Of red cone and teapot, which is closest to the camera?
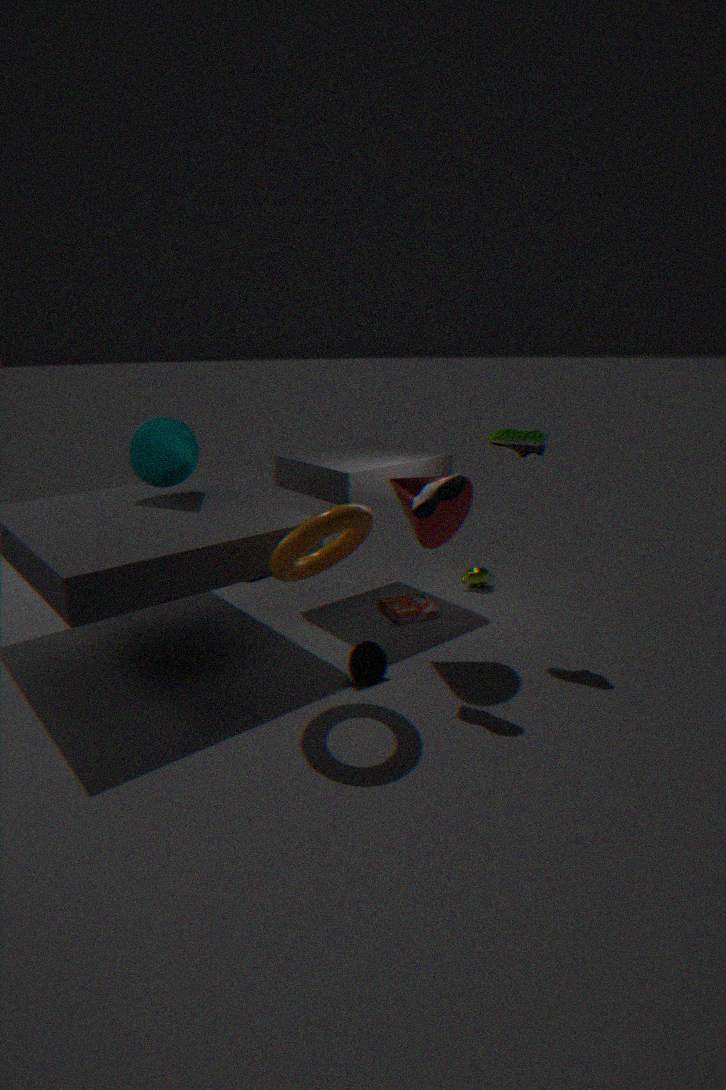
red cone
